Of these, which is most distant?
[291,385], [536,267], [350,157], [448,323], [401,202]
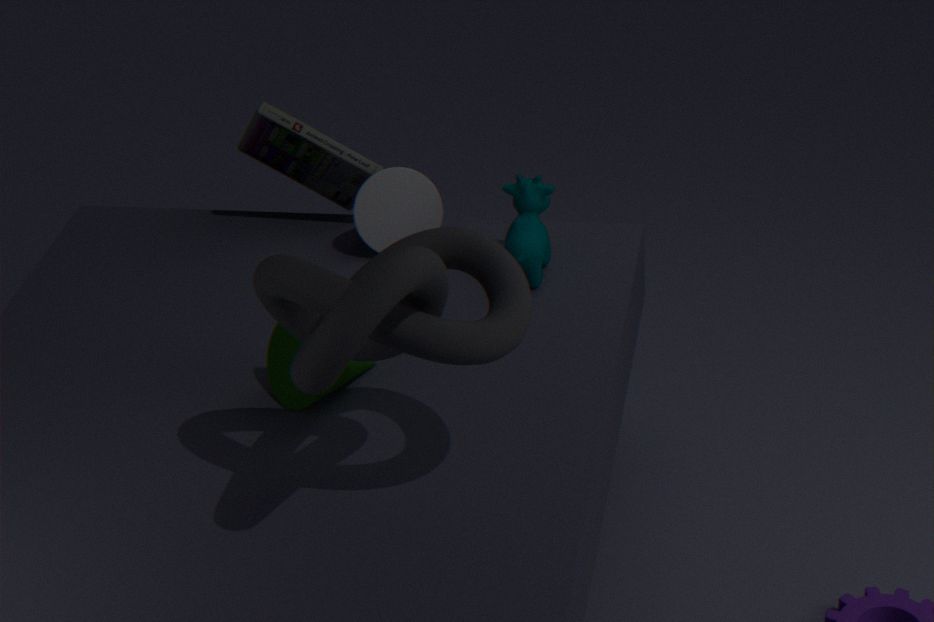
[350,157]
